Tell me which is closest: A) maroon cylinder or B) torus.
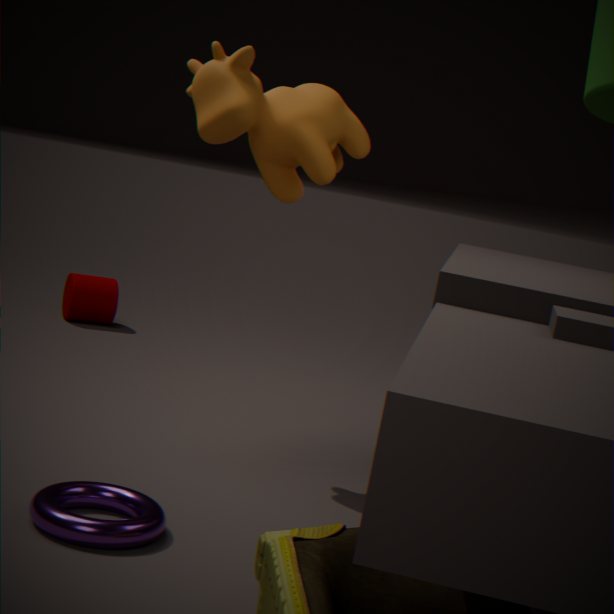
B. torus
